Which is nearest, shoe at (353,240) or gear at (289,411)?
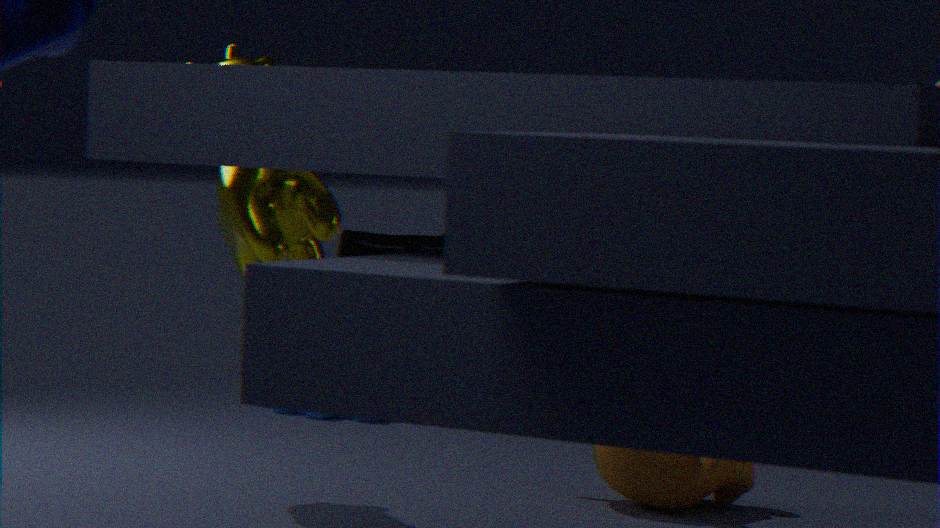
gear at (289,411)
